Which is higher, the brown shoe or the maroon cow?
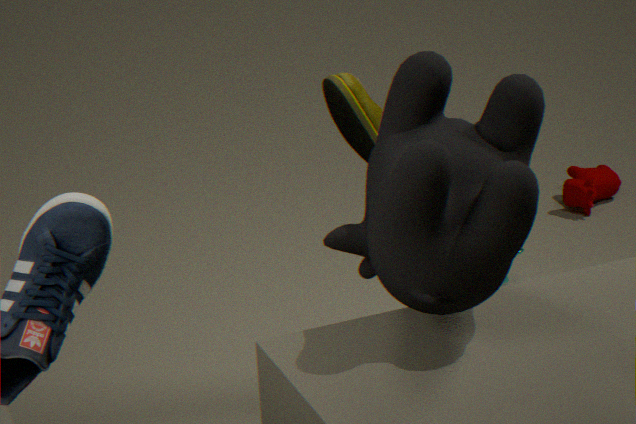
the brown shoe
